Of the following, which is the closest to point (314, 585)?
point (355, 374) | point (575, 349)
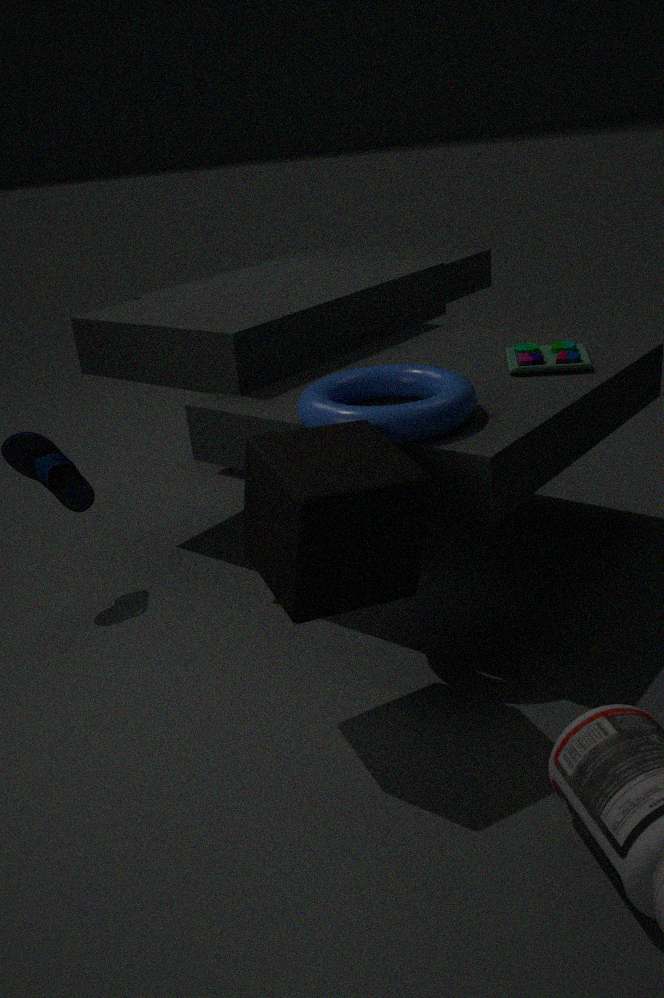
point (355, 374)
